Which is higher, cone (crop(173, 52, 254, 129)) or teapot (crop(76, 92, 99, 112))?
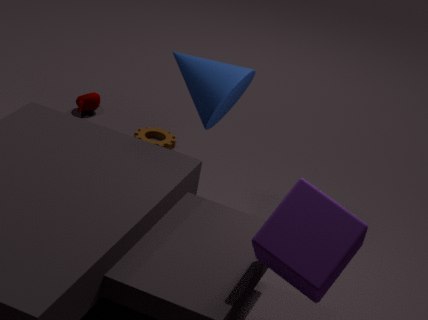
cone (crop(173, 52, 254, 129))
